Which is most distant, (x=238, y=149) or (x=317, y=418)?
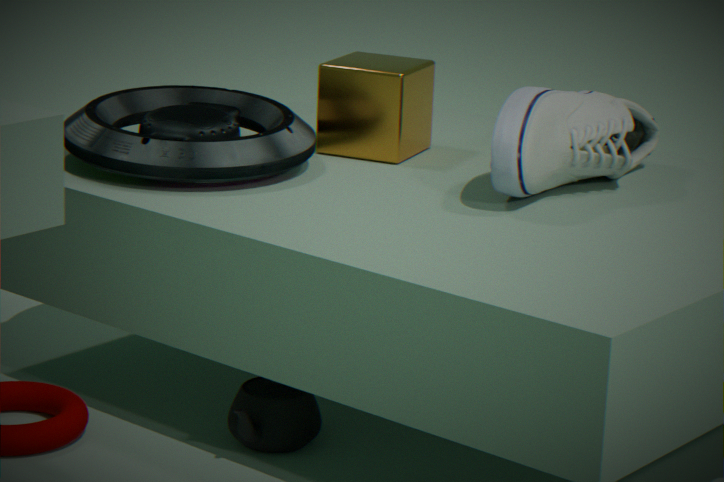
(x=238, y=149)
